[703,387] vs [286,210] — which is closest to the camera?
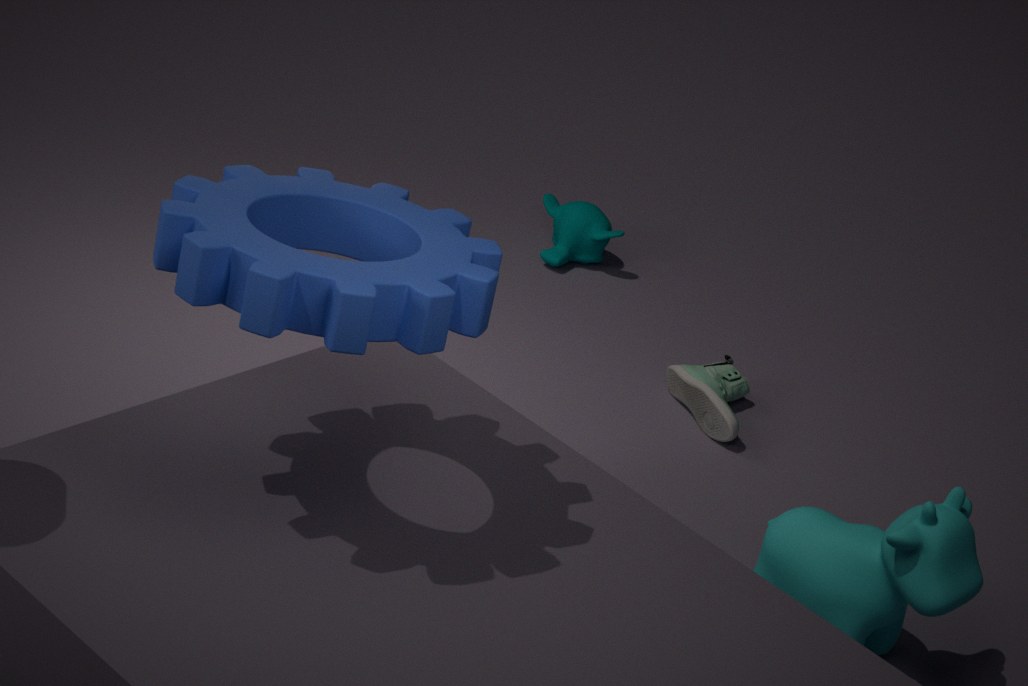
[286,210]
